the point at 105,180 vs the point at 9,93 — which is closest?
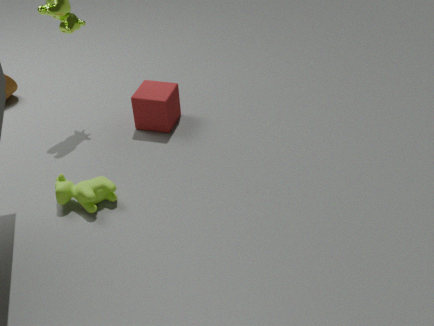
the point at 105,180
